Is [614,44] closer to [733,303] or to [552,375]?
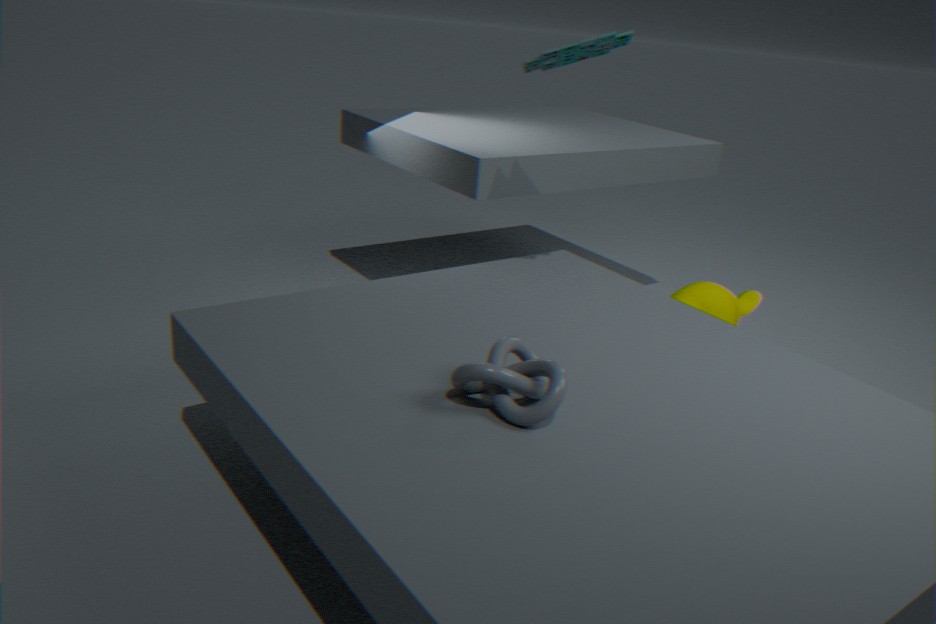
[552,375]
